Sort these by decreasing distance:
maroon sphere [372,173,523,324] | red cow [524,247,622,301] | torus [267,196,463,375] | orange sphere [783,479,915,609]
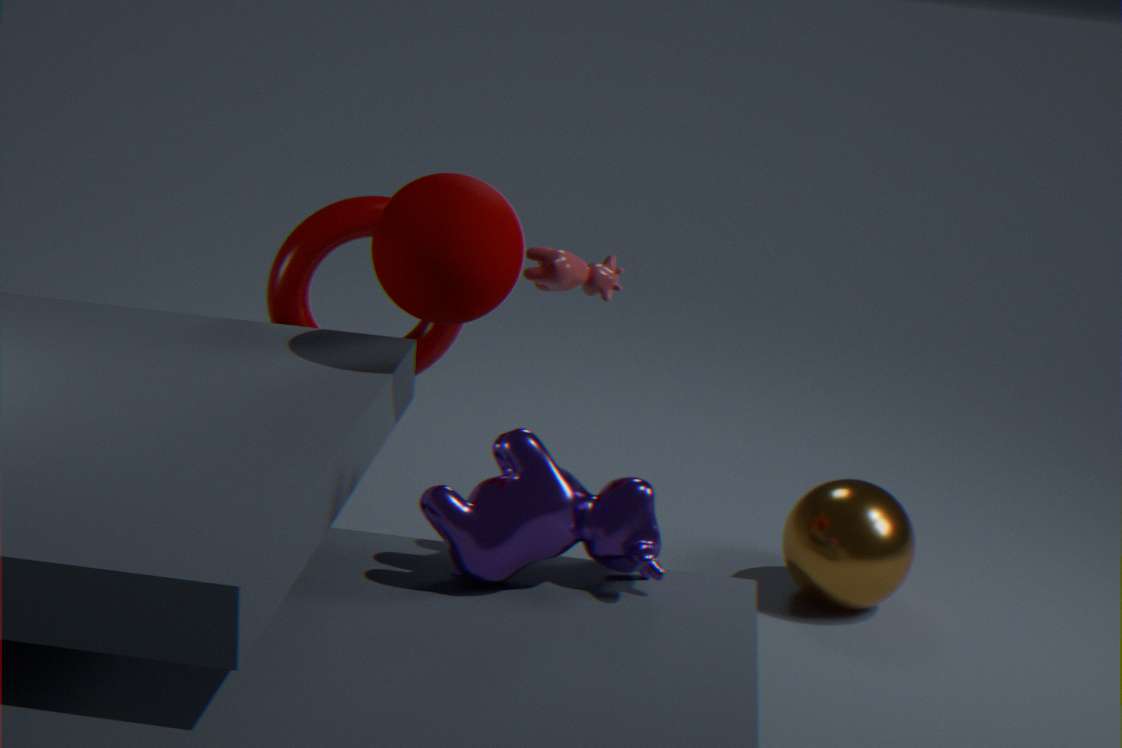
orange sphere [783,479,915,609] → torus [267,196,463,375] → red cow [524,247,622,301] → maroon sphere [372,173,523,324]
